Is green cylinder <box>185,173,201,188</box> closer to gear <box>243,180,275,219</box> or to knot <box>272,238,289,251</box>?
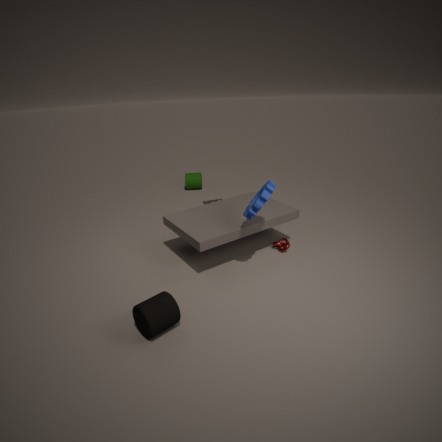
knot <box>272,238,289,251</box>
